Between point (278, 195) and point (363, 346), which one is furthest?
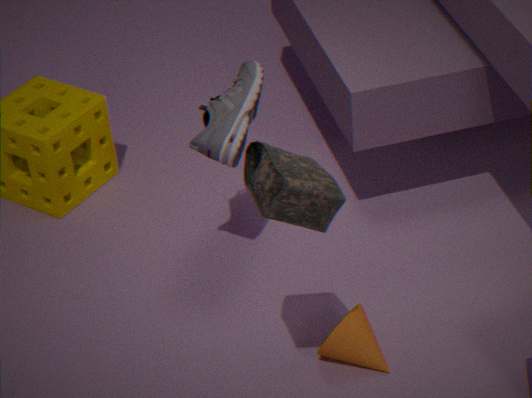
point (363, 346)
